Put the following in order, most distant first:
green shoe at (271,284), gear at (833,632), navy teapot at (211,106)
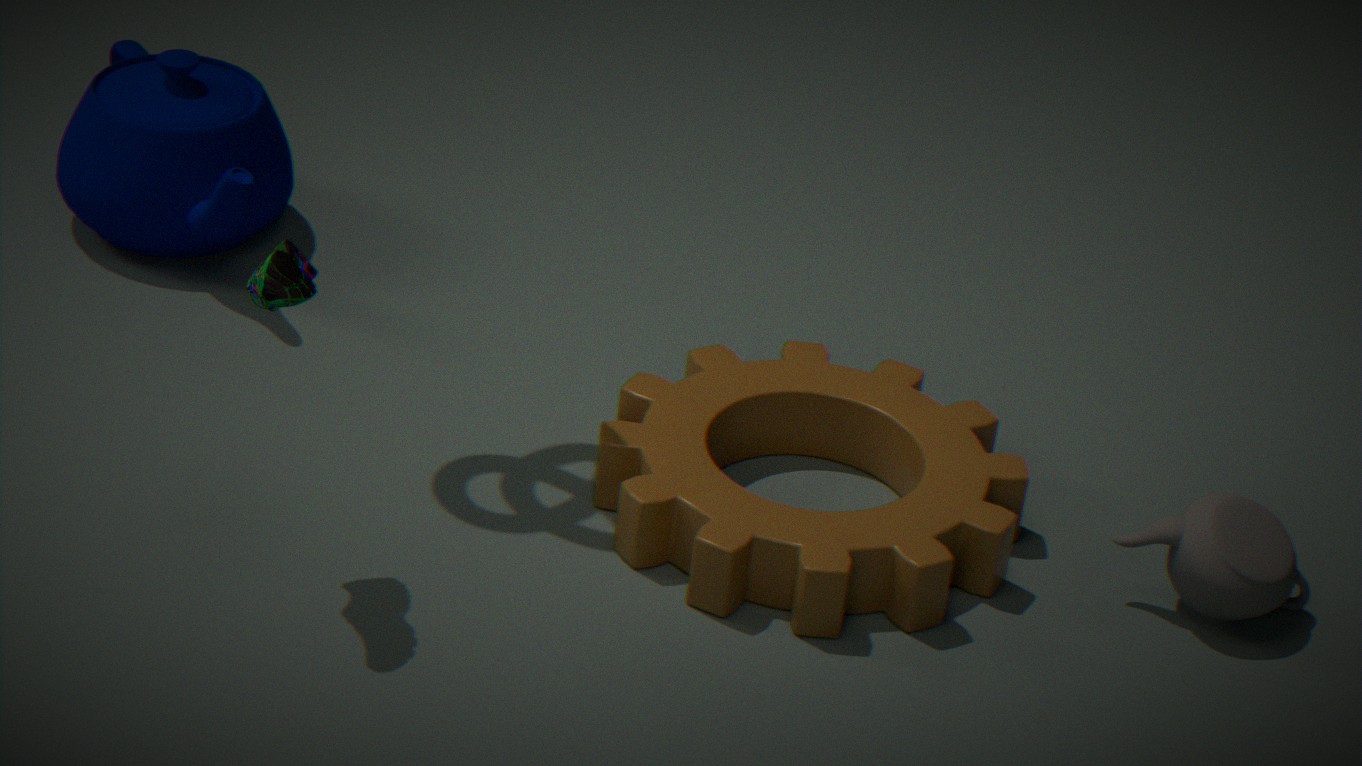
1. navy teapot at (211,106)
2. gear at (833,632)
3. green shoe at (271,284)
